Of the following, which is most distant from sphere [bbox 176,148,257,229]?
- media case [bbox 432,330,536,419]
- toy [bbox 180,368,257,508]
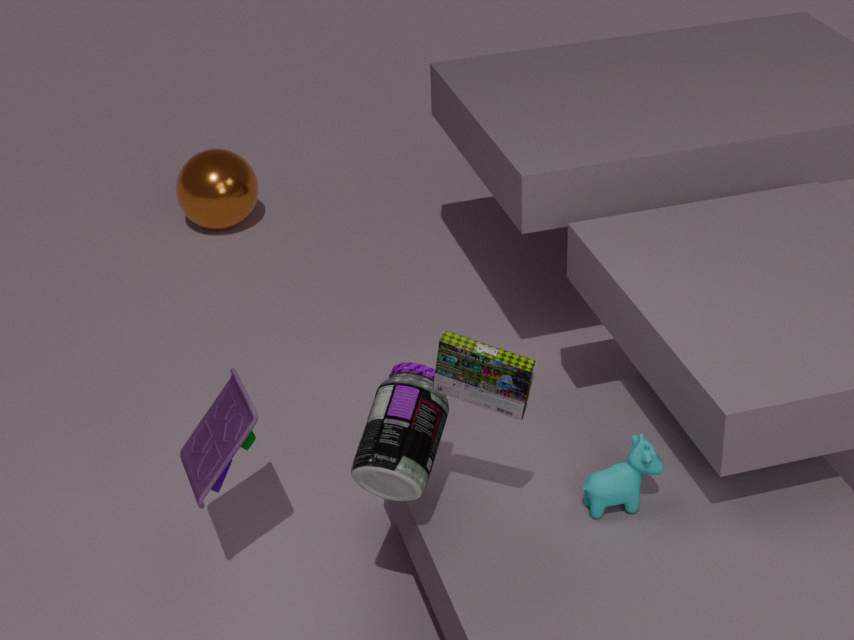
media case [bbox 432,330,536,419]
